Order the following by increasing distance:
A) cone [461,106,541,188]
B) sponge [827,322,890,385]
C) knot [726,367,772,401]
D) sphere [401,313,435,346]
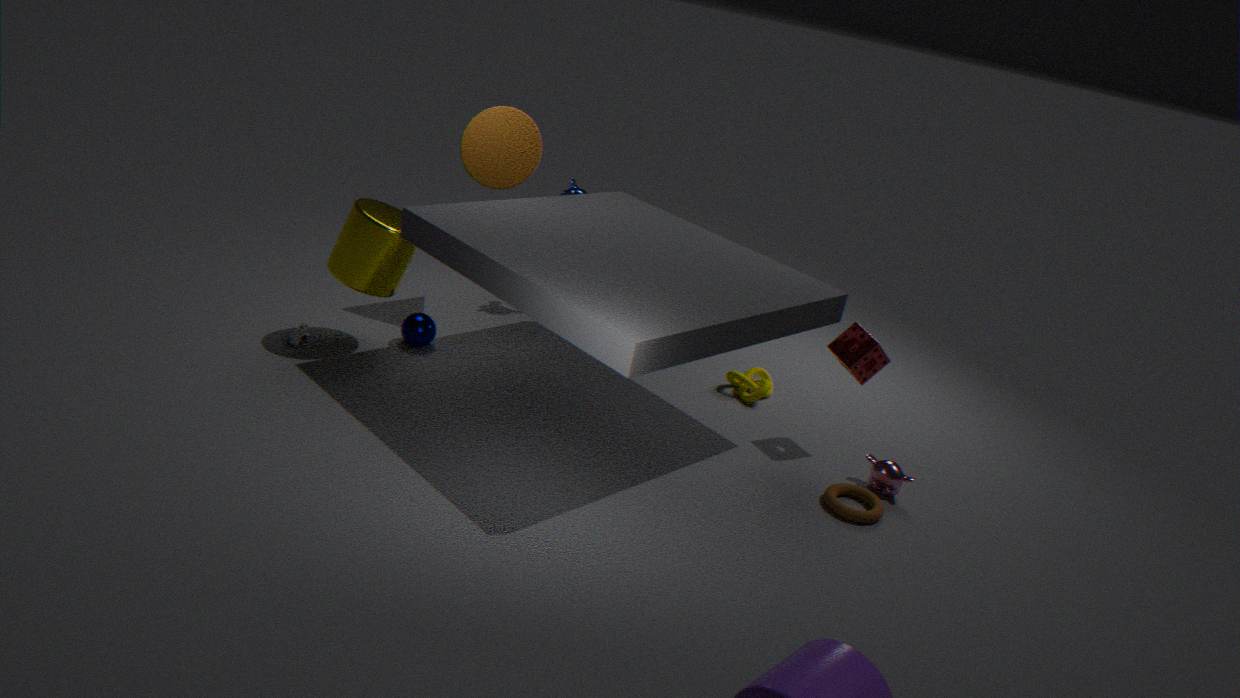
sponge [827,322,890,385] < sphere [401,313,435,346] < cone [461,106,541,188] < knot [726,367,772,401]
